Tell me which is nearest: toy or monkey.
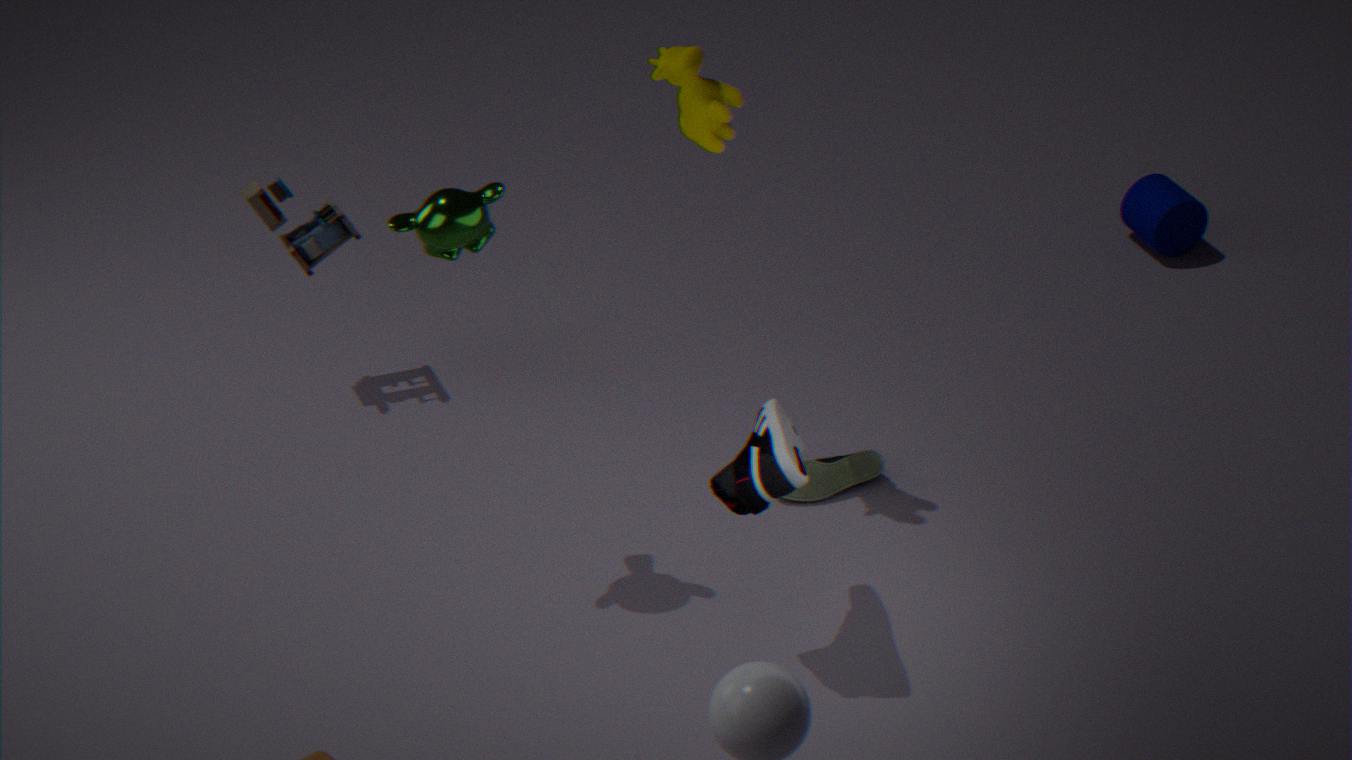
monkey
